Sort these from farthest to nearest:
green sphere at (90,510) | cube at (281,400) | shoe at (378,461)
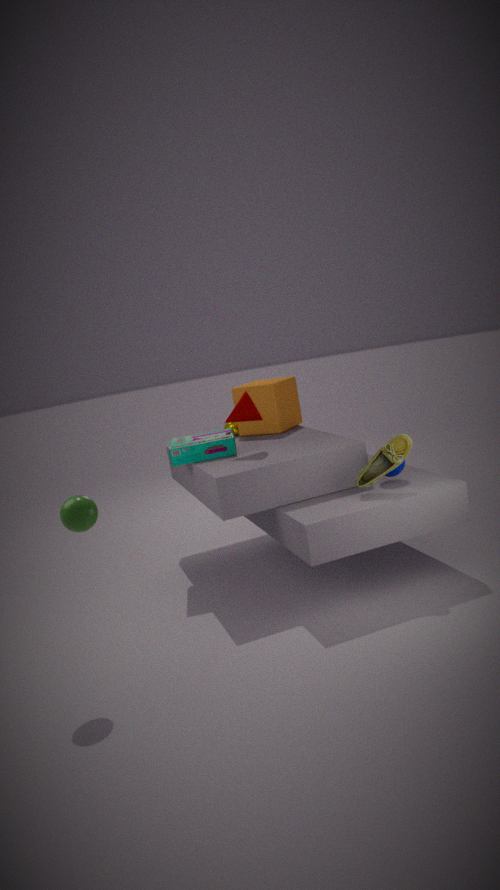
cube at (281,400) → shoe at (378,461) → green sphere at (90,510)
